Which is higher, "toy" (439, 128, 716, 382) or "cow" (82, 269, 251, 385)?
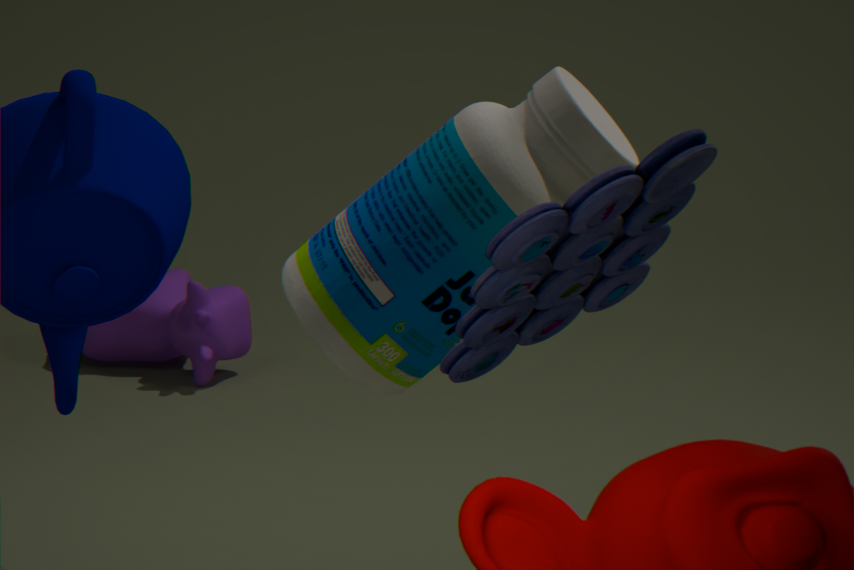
"toy" (439, 128, 716, 382)
